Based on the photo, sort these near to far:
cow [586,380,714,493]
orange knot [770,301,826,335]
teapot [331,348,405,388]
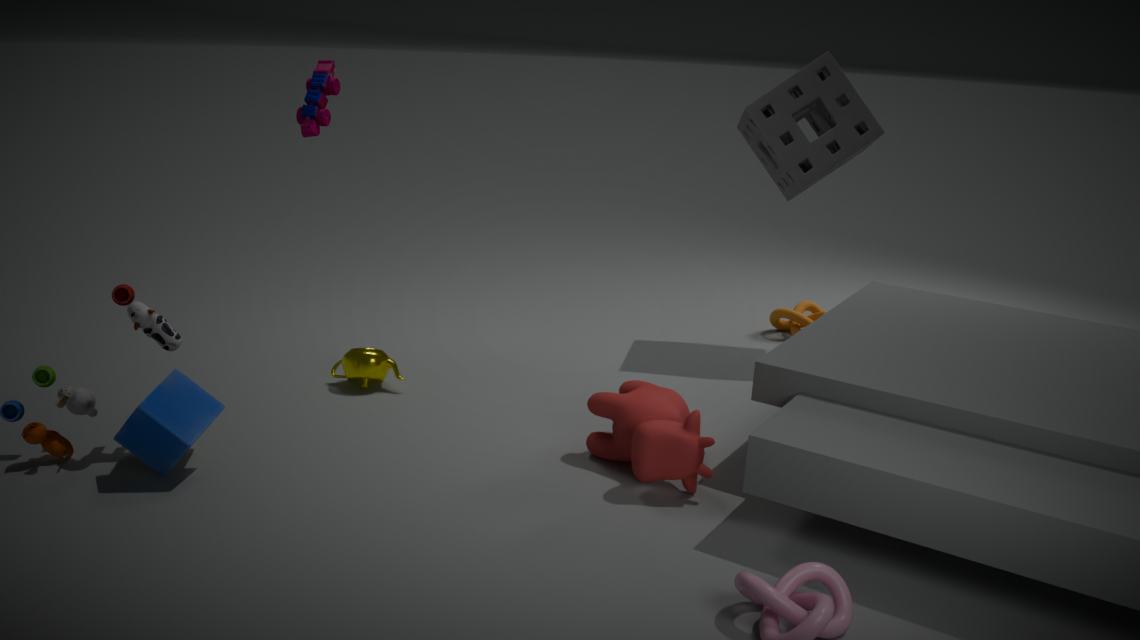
cow [586,380,714,493] < teapot [331,348,405,388] < orange knot [770,301,826,335]
